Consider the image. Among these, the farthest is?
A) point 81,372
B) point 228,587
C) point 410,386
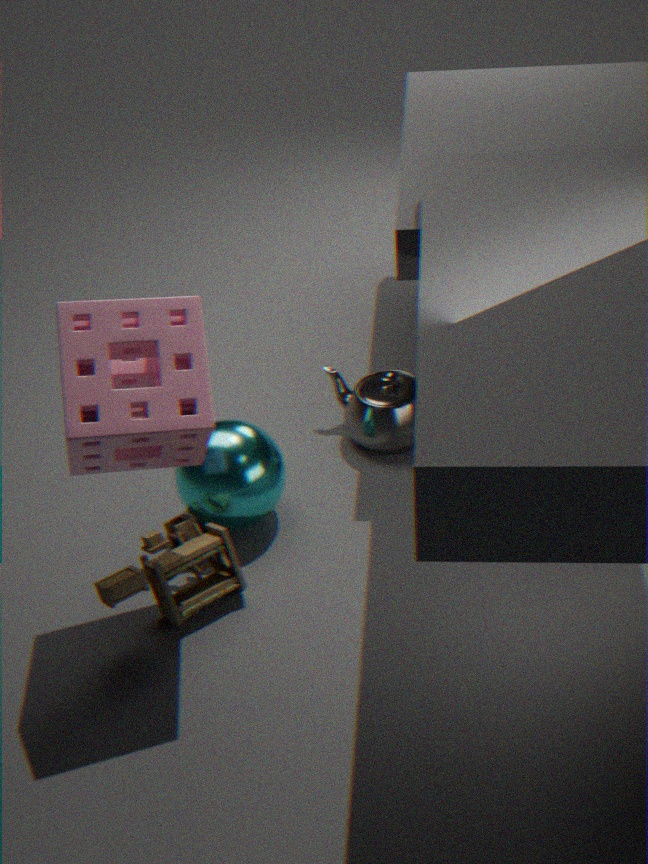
point 410,386
